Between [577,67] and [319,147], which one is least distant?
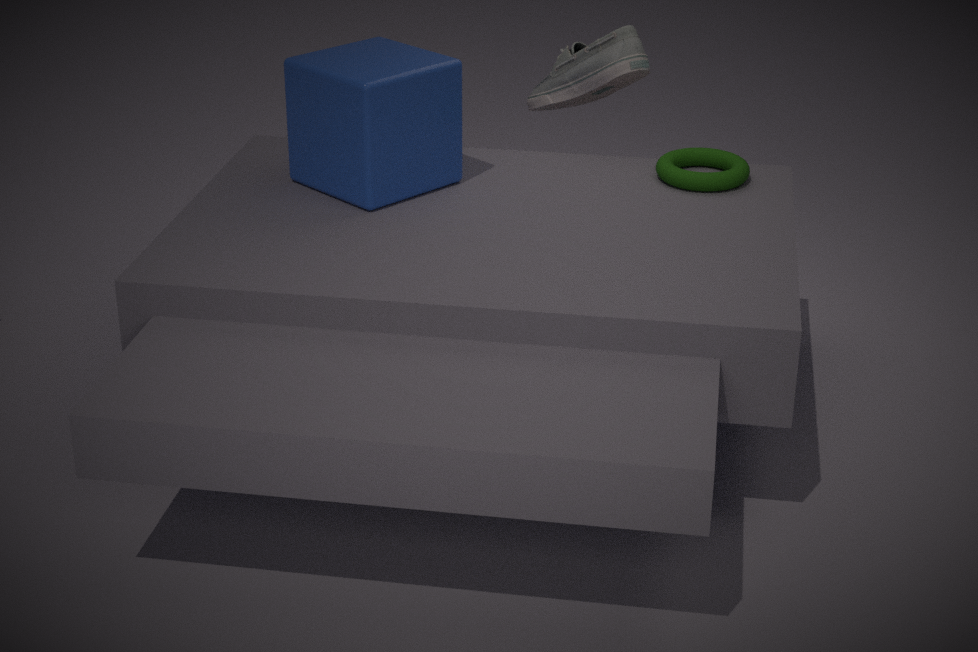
[319,147]
